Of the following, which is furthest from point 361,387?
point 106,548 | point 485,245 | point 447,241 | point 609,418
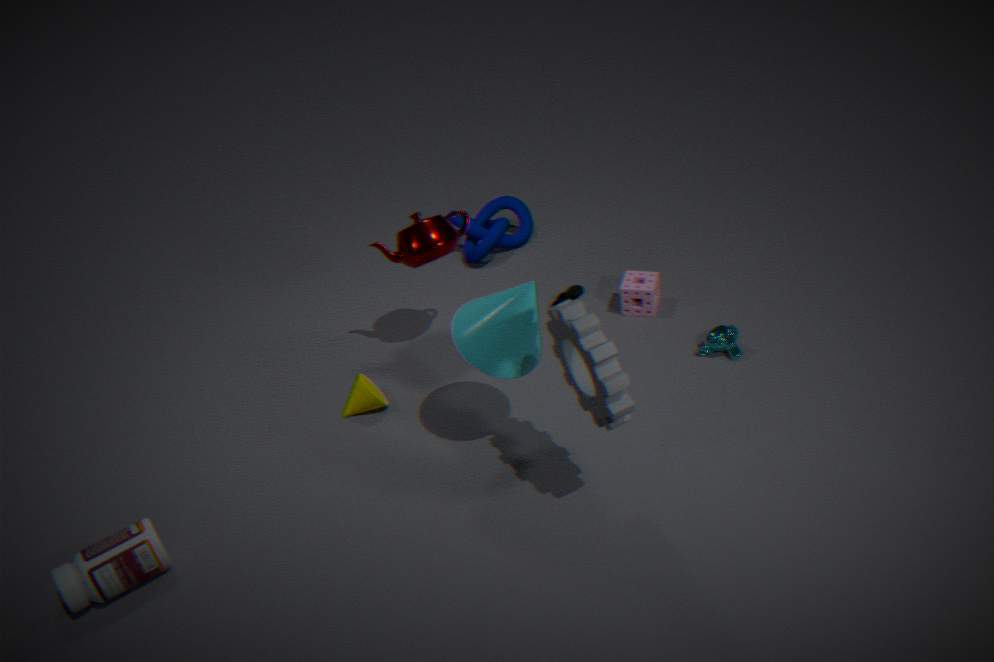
point 485,245
